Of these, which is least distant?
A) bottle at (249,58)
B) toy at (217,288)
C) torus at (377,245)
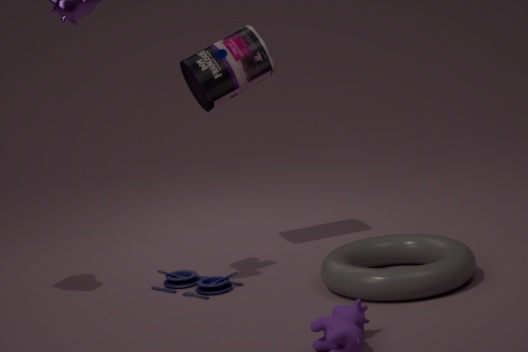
torus at (377,245)
